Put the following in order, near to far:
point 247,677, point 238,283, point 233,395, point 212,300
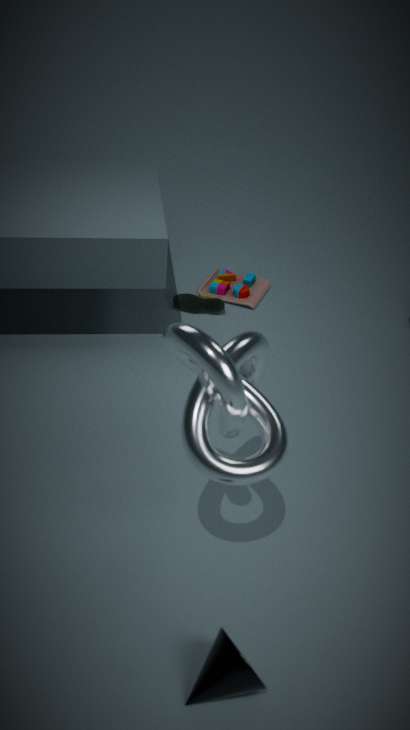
1. point 247,677
2. point 233,395
3. point 212,300
4. point 238,283
